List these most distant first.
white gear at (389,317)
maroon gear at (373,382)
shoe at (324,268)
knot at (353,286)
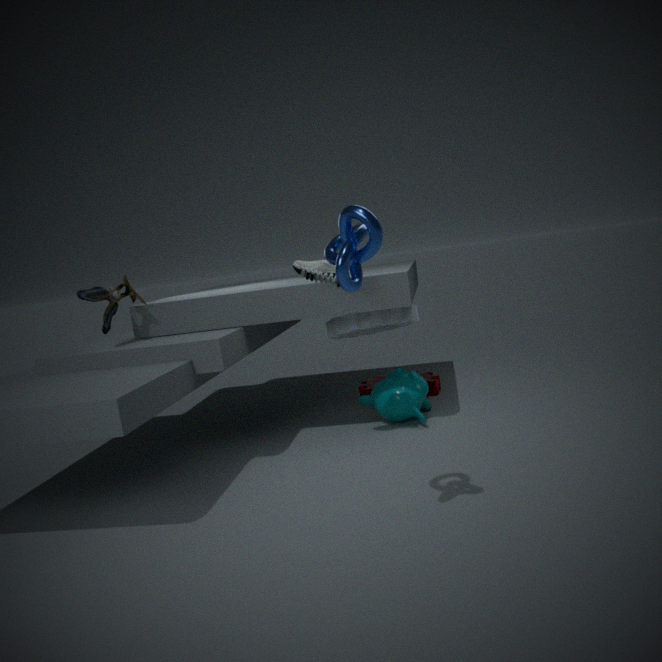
maroon gear at (373,382) < white gear at (389,317) < shoe at (324,268) < knot at (353,286)
